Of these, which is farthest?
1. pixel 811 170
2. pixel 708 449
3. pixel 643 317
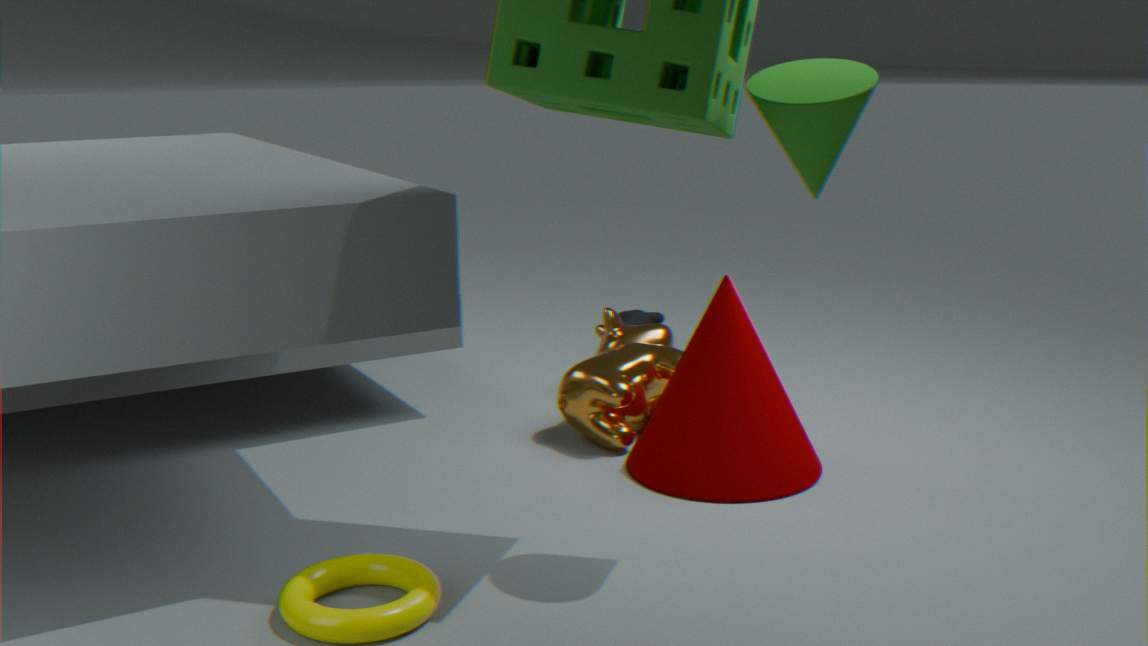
pixel 643 317
